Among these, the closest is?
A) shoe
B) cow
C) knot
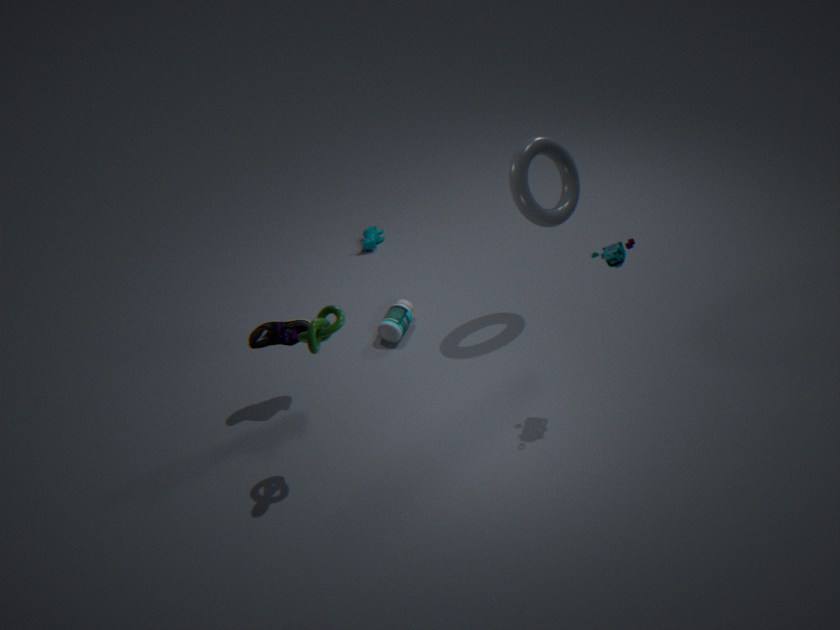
knot
